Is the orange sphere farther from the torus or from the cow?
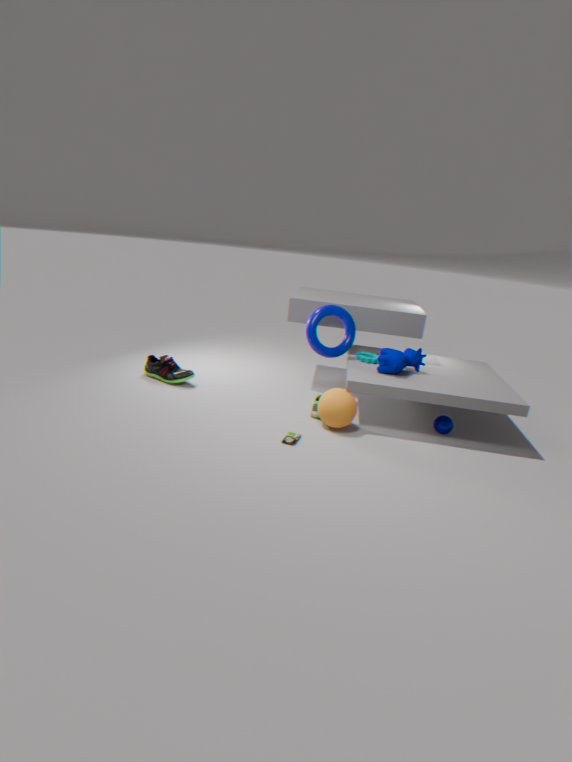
the torus
